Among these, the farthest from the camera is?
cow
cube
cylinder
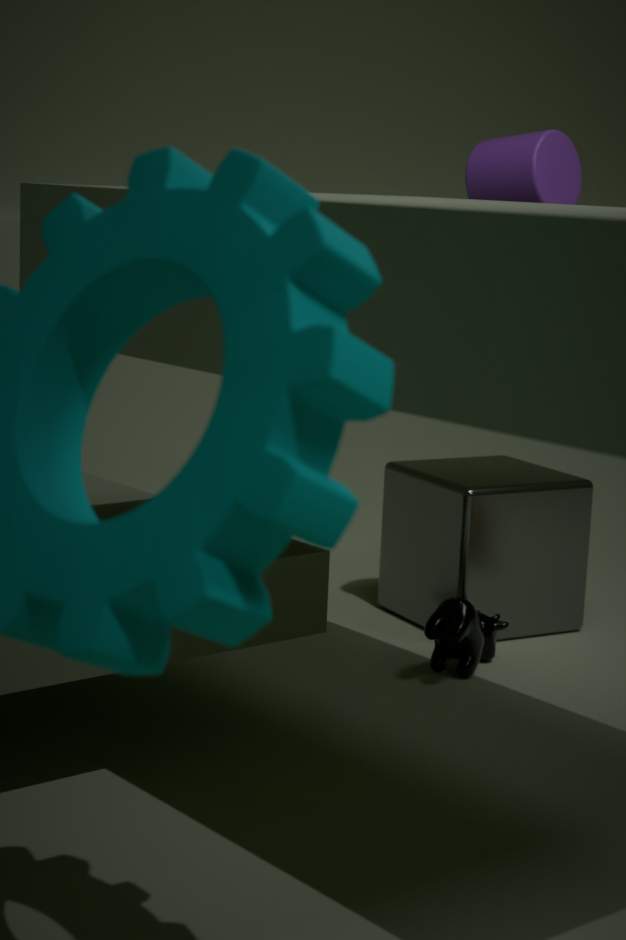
cube
